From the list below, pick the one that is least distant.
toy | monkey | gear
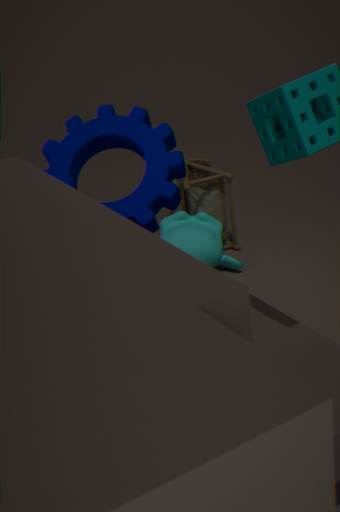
gear
